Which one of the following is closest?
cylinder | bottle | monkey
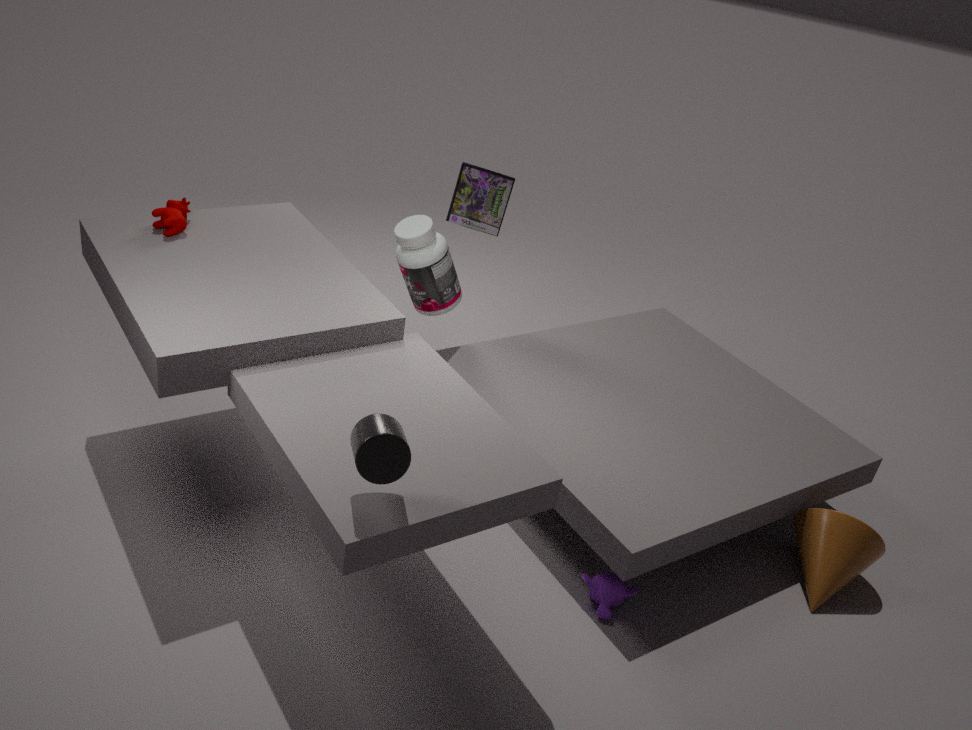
cylinder
